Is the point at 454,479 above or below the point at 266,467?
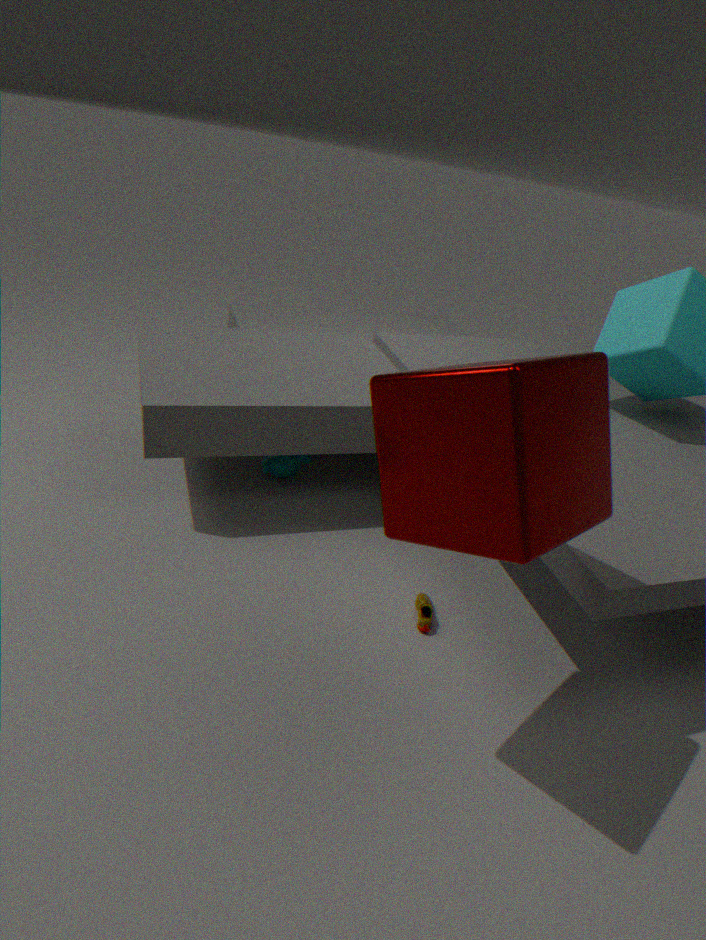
above
